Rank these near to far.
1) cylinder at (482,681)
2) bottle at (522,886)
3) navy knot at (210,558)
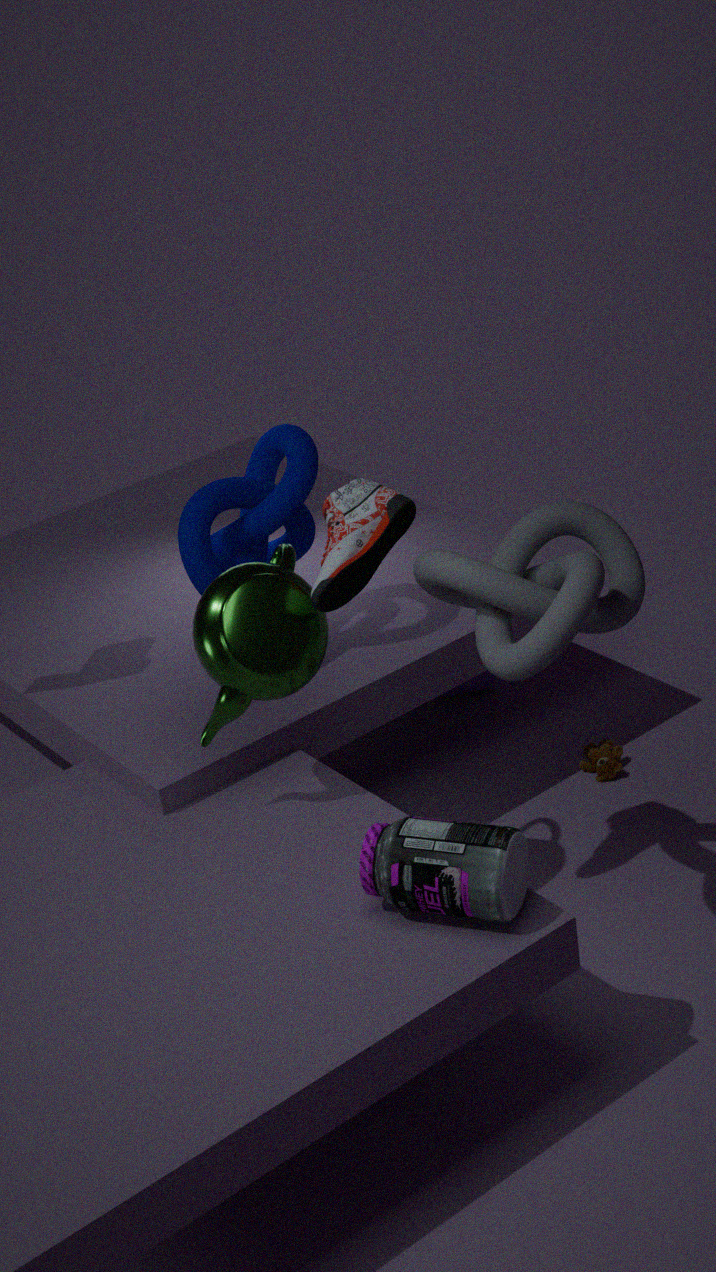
1. 2. bottle at (522,886)
2. 3. navy knot at (210,558)
3. 1. cylinder at (482,681)
